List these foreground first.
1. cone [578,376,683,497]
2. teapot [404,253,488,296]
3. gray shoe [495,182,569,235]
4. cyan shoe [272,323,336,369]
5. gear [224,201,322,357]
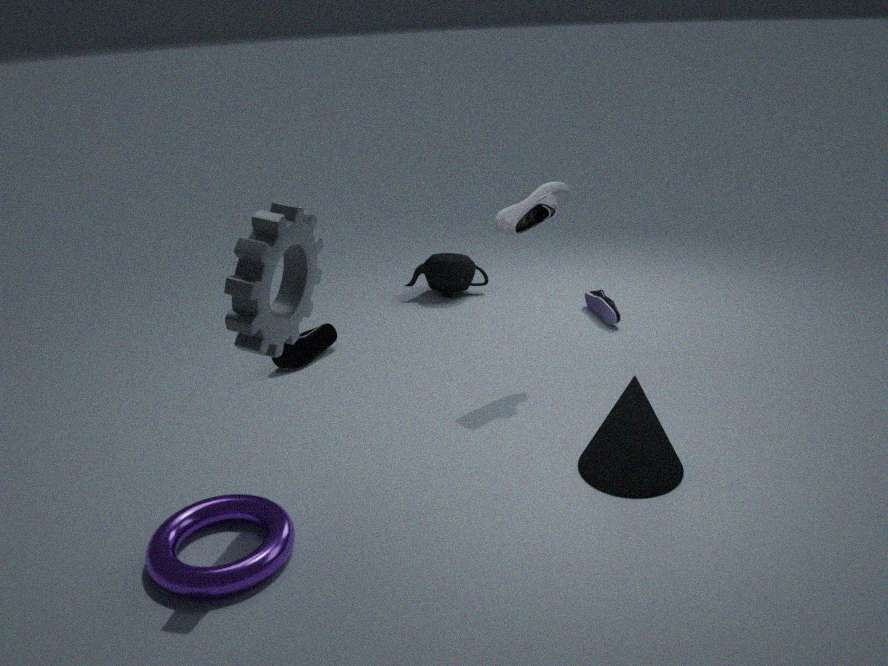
1. gear [224,201,322,357]
2. cone [578,376,683,497]
3. gray shoe [495,182,569,235]
4. cyan shoe [272,323,336,369]
5. teapot [404,253,488,296]
